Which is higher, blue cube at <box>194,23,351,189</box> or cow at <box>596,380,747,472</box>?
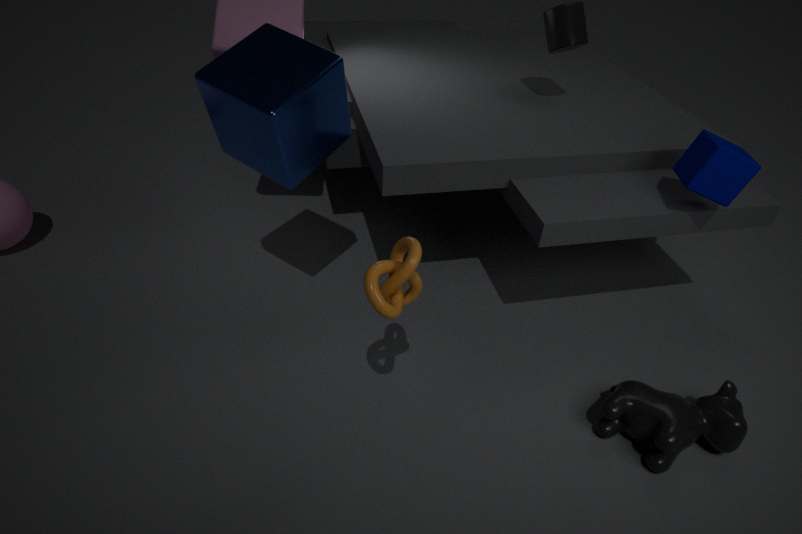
blue cube at <box>194,23,351,189</box>
